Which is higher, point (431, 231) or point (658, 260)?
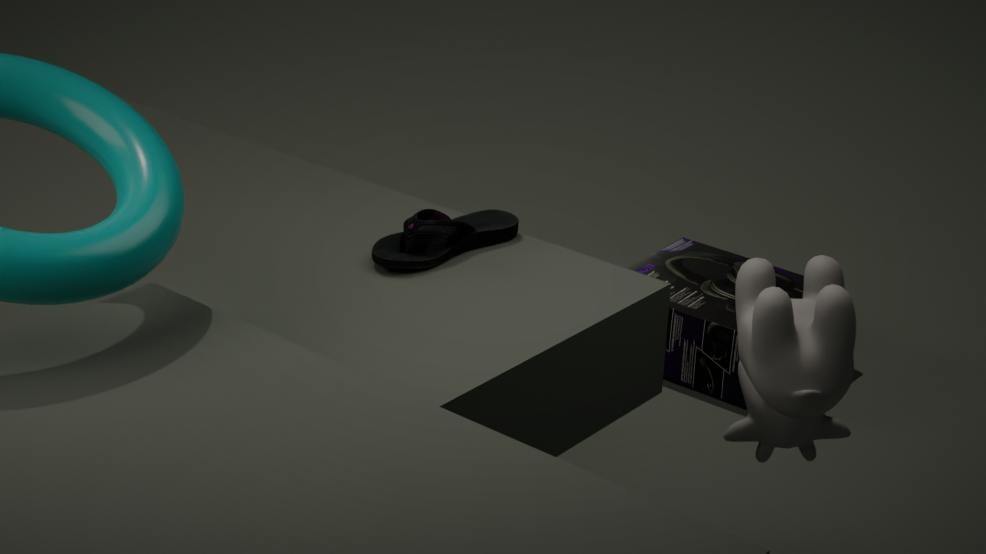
point (431, 231)
